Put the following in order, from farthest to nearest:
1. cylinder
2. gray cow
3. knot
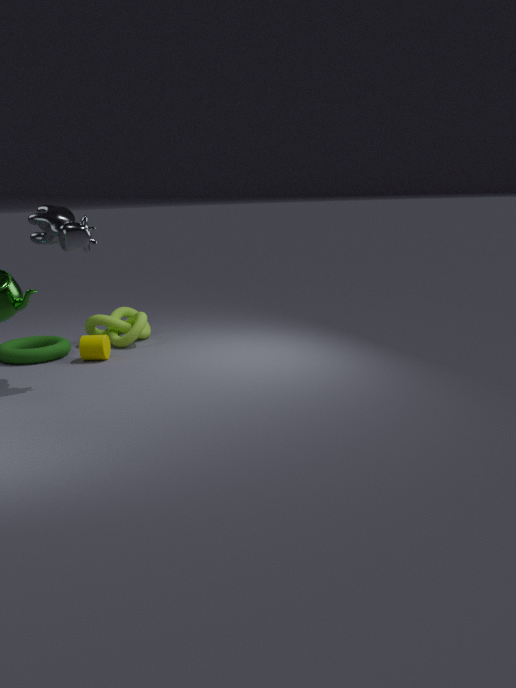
knot < cylinder < gray cow
